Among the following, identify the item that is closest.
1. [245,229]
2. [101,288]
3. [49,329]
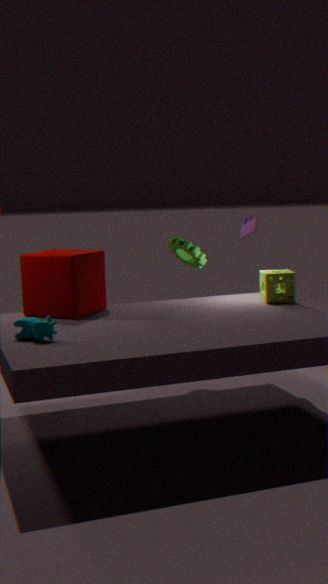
[49,329]
